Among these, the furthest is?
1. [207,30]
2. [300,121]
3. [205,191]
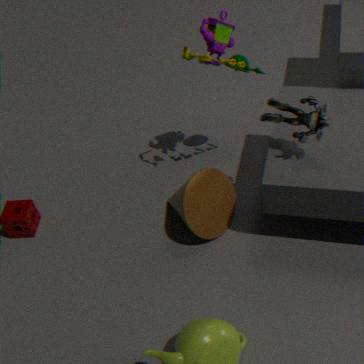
[205,191]
